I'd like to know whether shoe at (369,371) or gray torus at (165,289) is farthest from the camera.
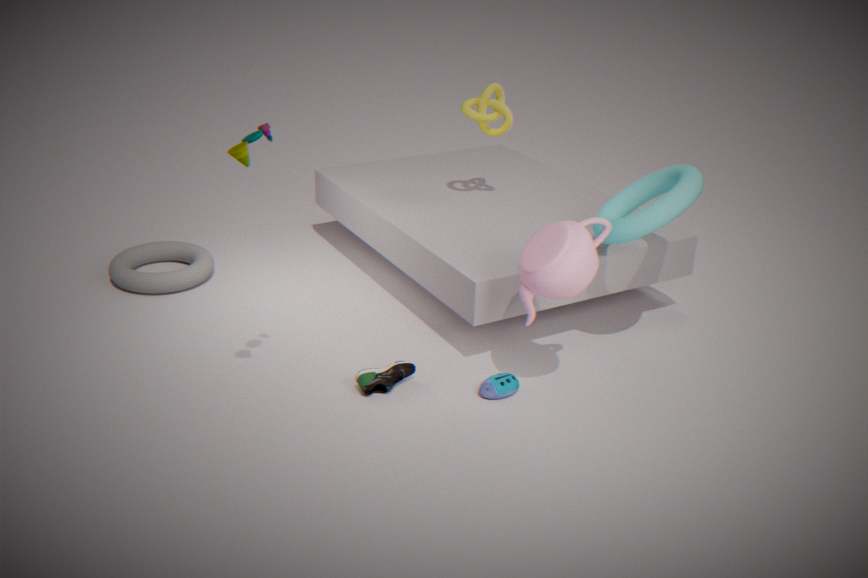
gray torus at (165,289)
